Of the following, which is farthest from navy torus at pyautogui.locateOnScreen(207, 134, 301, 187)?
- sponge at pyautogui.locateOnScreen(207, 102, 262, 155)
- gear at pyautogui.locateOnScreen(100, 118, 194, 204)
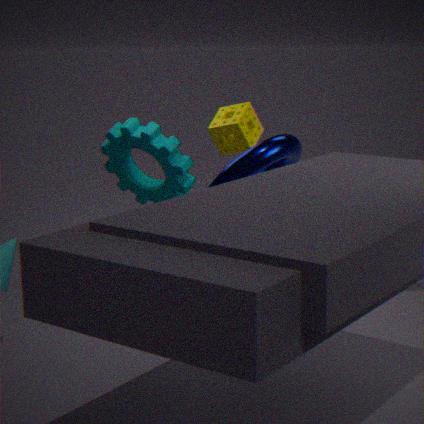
gear at pyautogui.locateOnScreen(100, 118, 194, 204)
